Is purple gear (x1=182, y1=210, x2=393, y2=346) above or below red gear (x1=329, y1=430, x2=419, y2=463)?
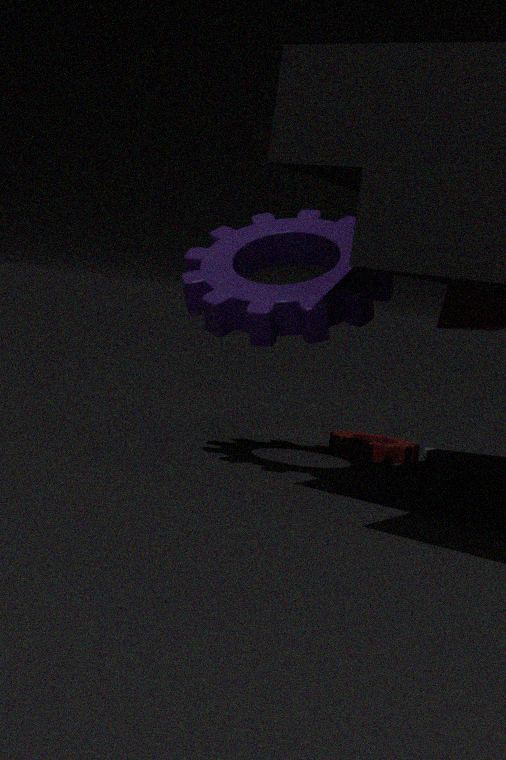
above
